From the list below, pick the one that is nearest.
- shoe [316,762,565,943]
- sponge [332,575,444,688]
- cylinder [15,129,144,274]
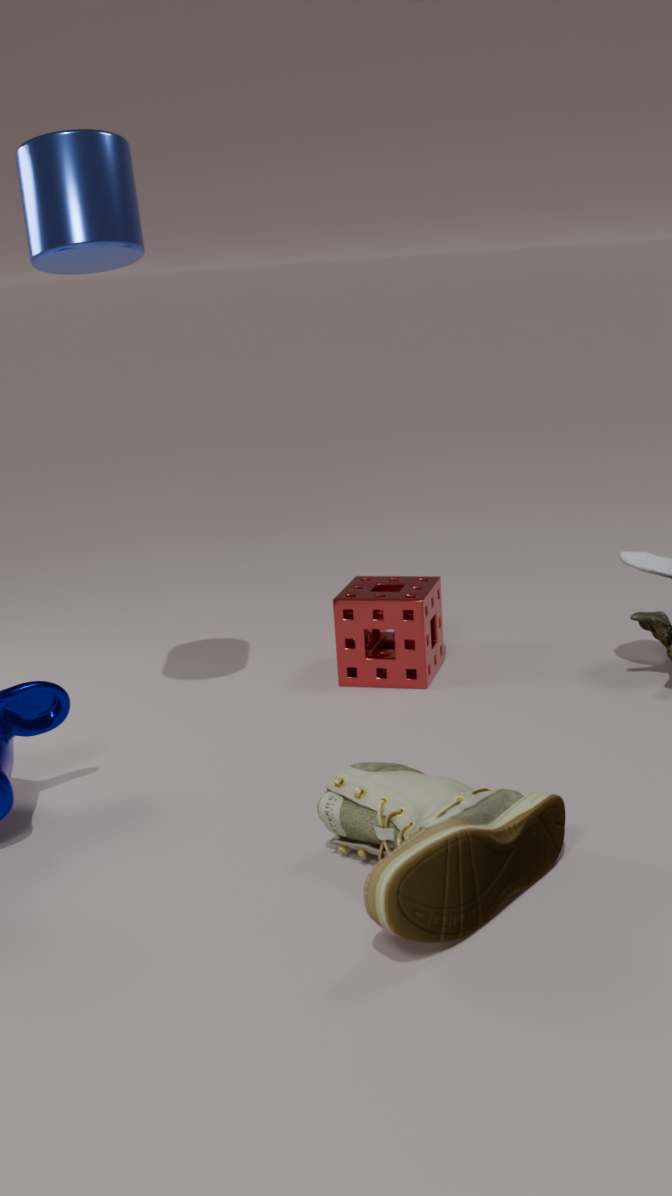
shoe [316,762,565,943]
